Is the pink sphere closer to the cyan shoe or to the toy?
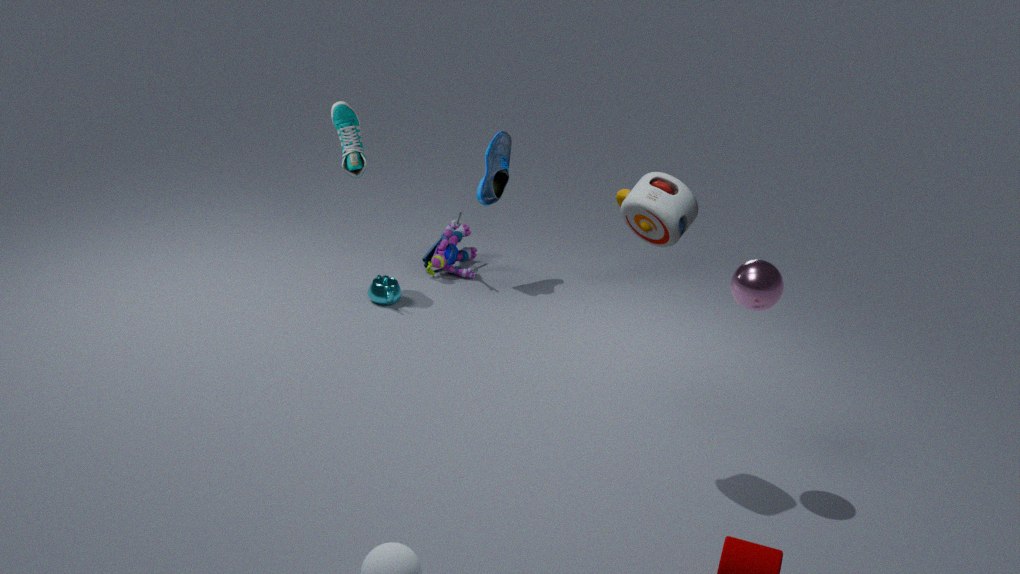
the toy
